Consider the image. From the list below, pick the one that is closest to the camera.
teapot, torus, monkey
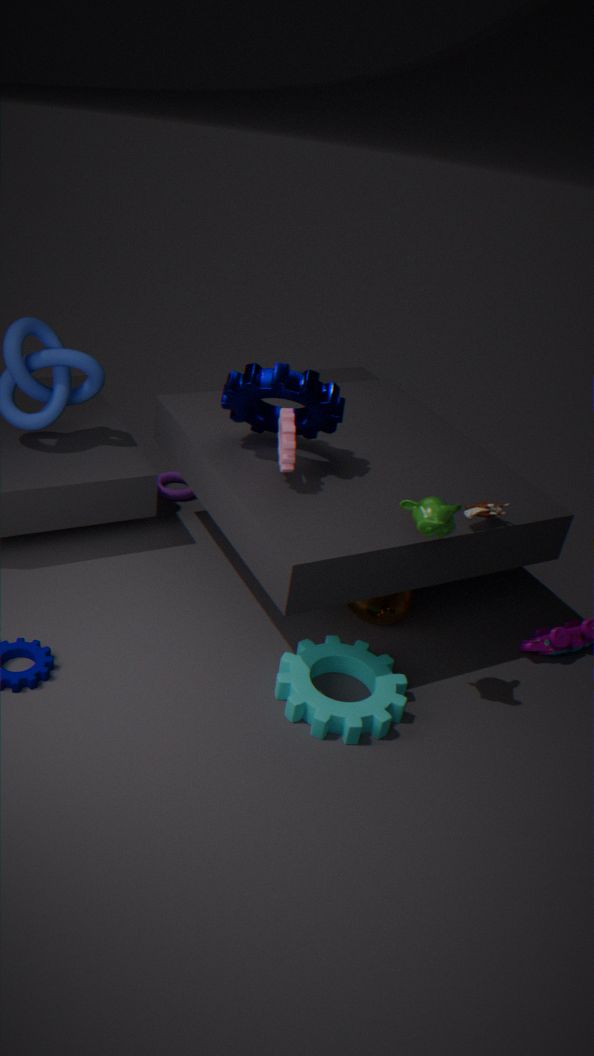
monkey
